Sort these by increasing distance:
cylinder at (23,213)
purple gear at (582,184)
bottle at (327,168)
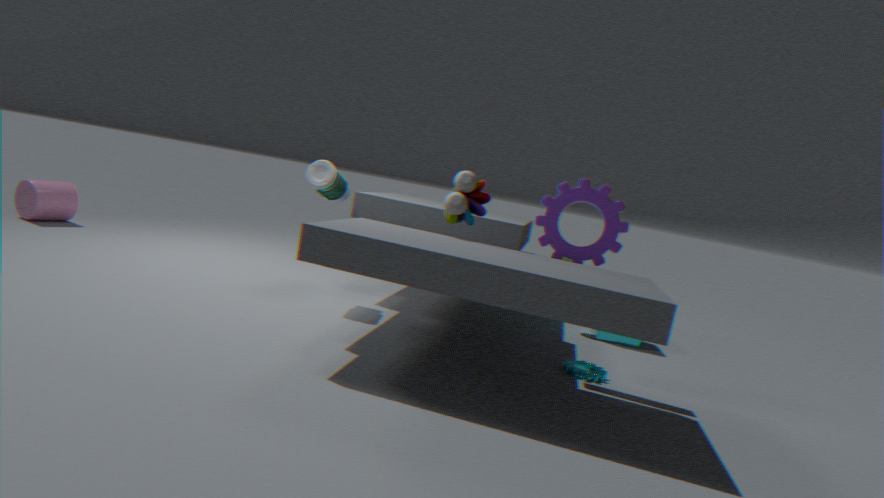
purple gear at (582,184) → bottle at (327,168) → cylinder at (23,213)
